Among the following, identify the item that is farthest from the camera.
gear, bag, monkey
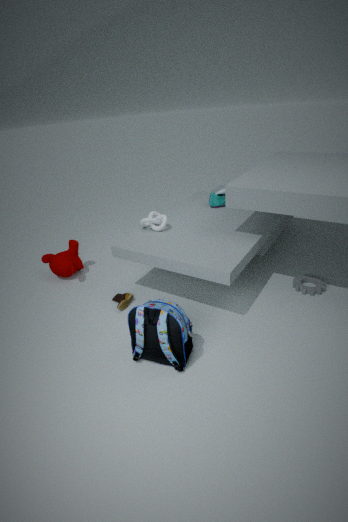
monkey
